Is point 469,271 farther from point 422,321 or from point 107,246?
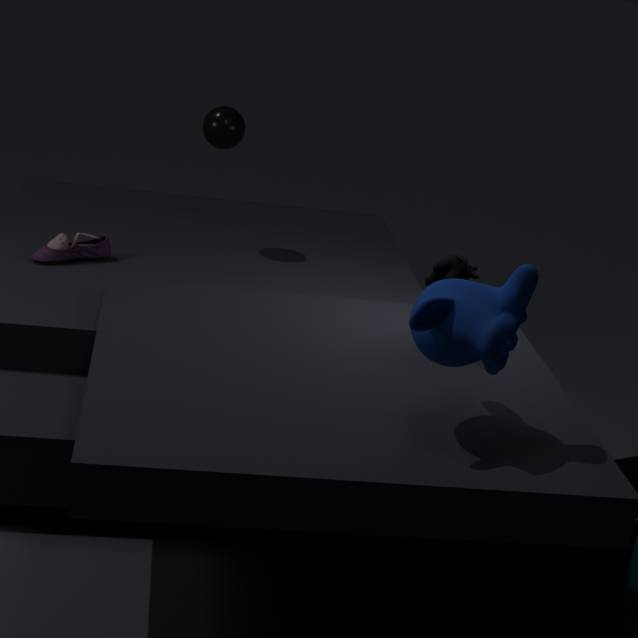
point 107,246
